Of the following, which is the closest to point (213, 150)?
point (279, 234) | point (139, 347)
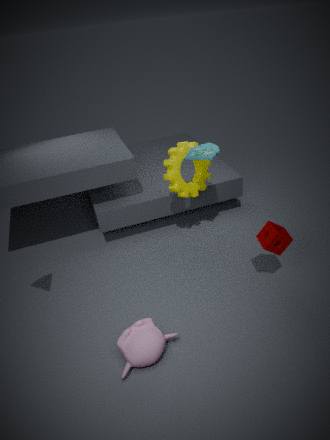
point (279, 234)
